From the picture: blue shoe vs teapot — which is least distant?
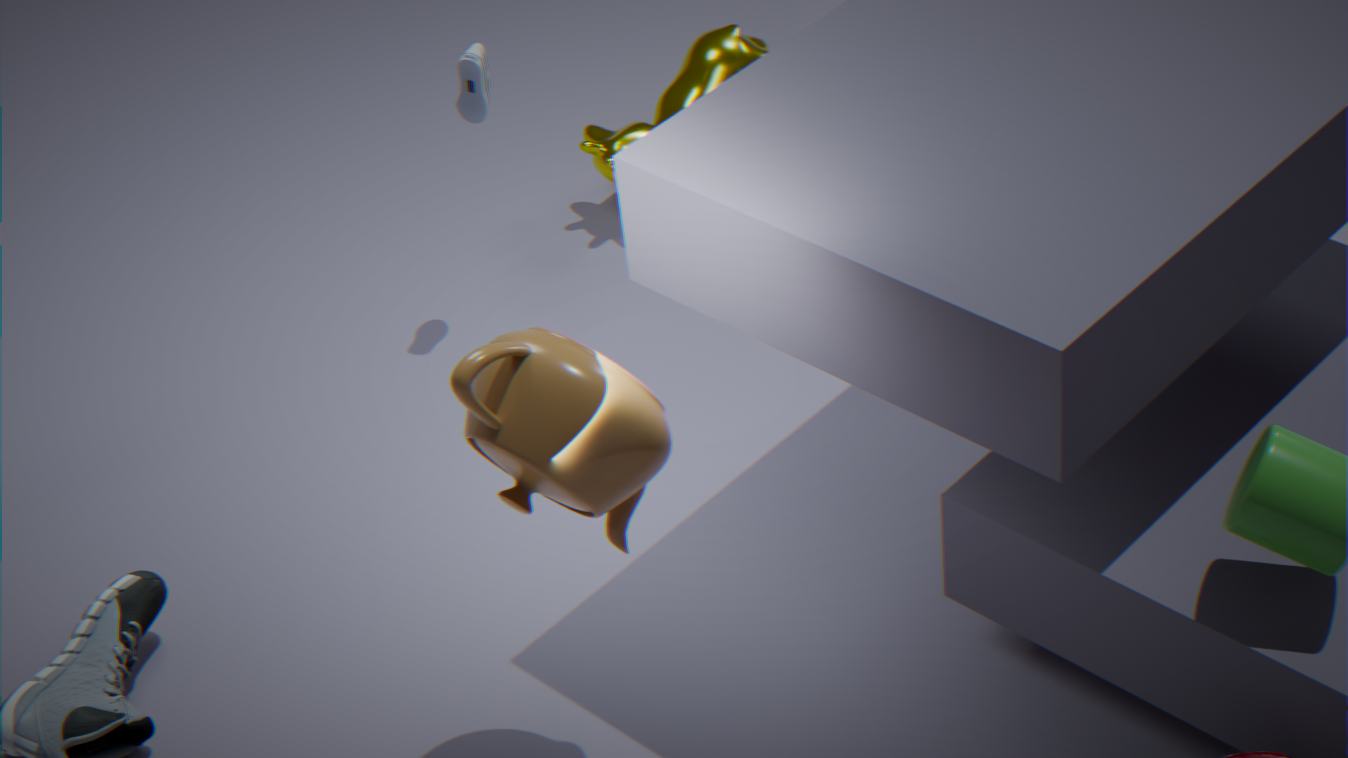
teapot
